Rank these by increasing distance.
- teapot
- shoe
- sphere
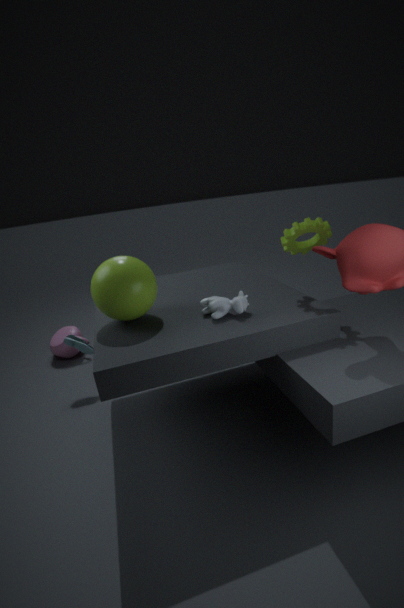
sphere
shoe
teapot
